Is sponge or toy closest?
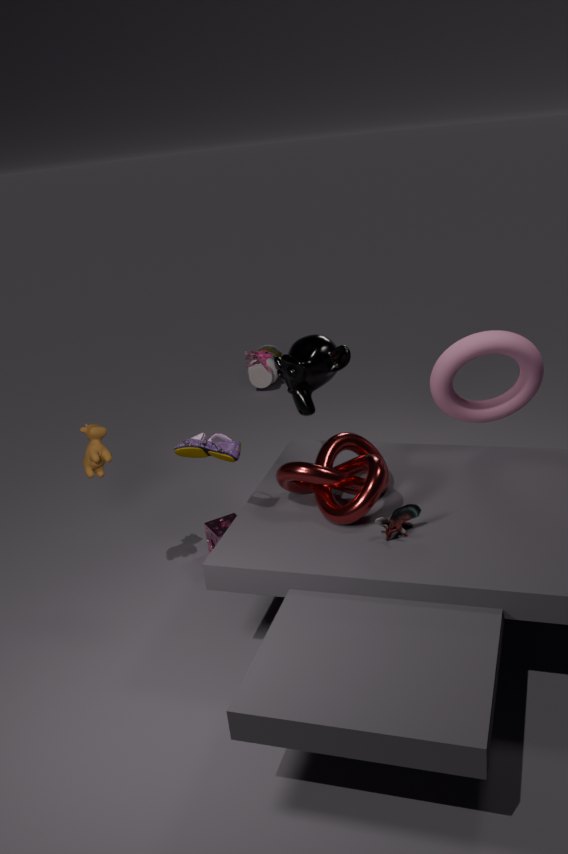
toy
